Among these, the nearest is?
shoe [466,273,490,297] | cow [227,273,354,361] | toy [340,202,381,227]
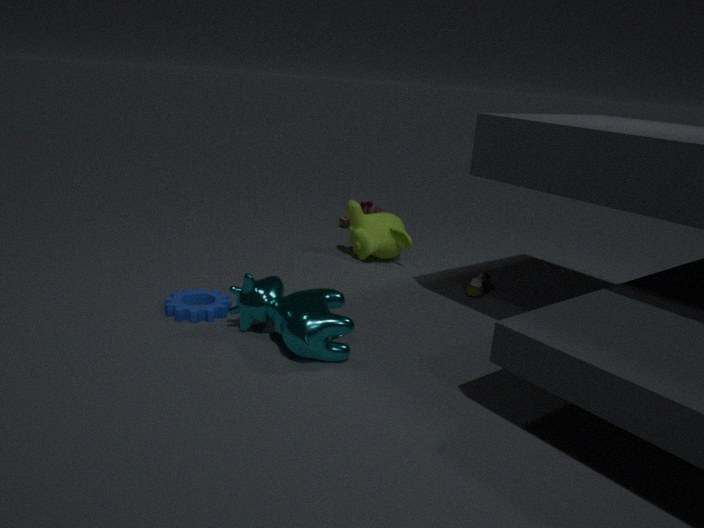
cow [227,273,354,361]
